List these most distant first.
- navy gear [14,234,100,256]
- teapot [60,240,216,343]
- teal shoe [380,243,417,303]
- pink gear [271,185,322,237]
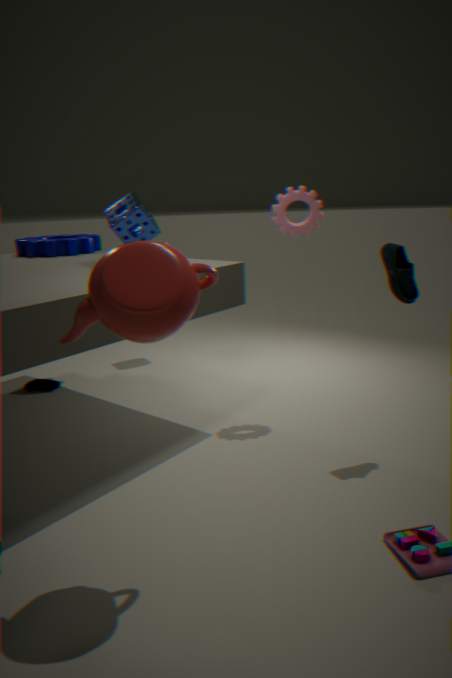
navy gear [14,234,100,256] < pink gear [271,185,322,237] < teal shoe [380,243,417,303] < teapot [60,240,216,343]
